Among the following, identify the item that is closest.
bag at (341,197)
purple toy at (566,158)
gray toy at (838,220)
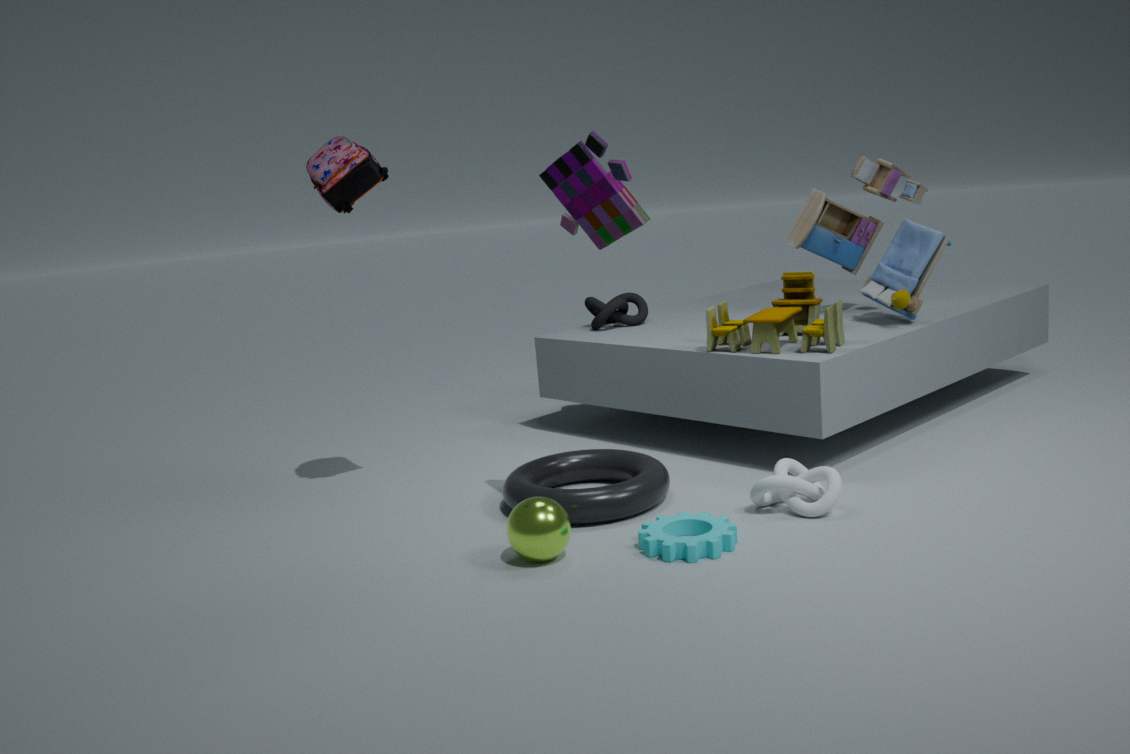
purple toy at (566,158)
